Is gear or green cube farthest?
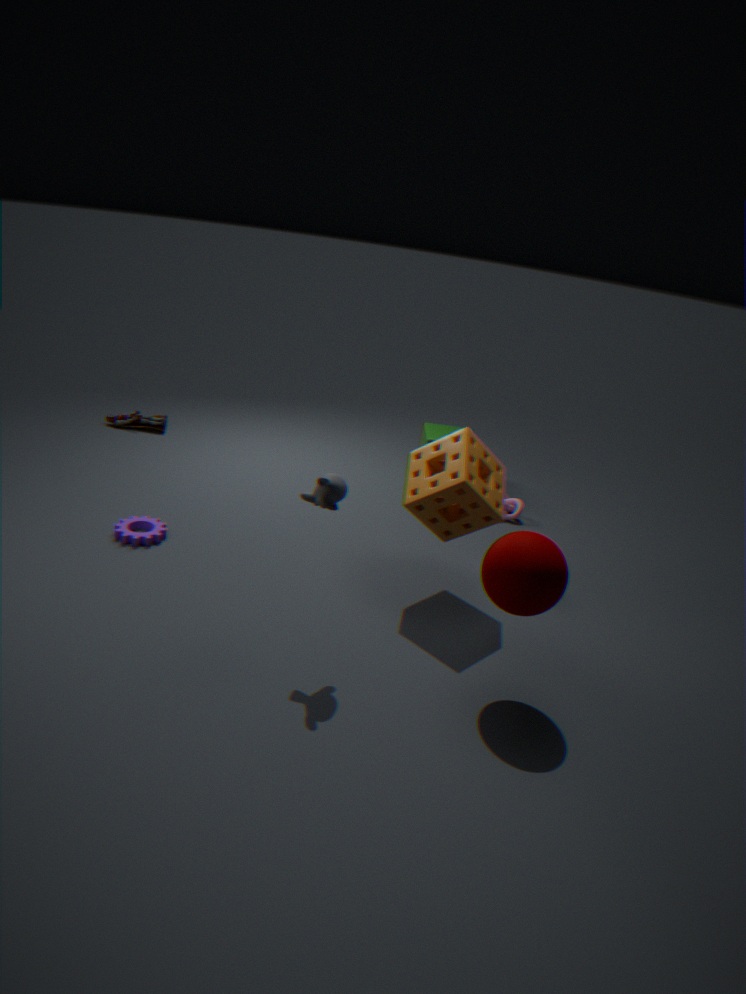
green cube
